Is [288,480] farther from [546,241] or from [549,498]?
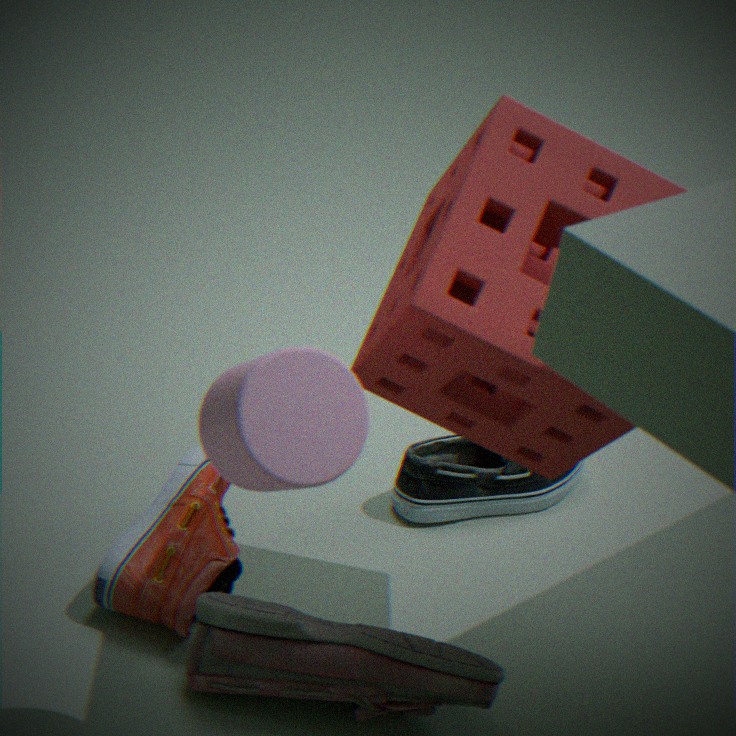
[549,498]
